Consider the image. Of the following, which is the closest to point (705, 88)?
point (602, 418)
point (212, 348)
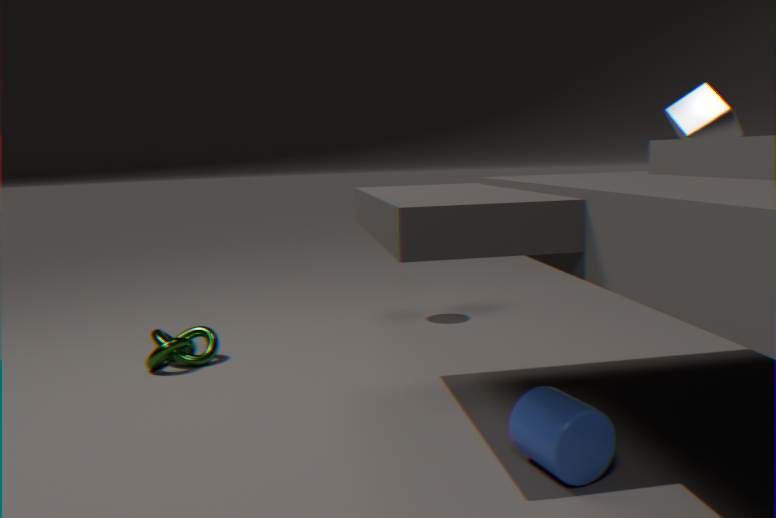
point (602, 418)
